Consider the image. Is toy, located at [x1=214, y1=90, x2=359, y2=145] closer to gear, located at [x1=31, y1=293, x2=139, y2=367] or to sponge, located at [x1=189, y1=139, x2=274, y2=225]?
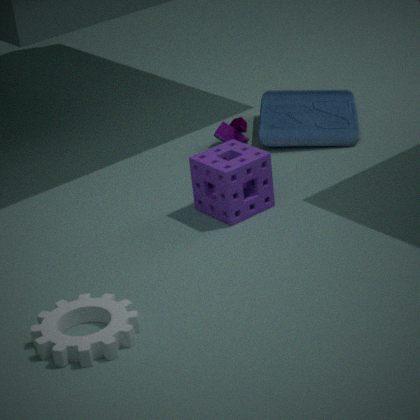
sponge, located at [x1=189, y1=139, x2=274, y2=225]
